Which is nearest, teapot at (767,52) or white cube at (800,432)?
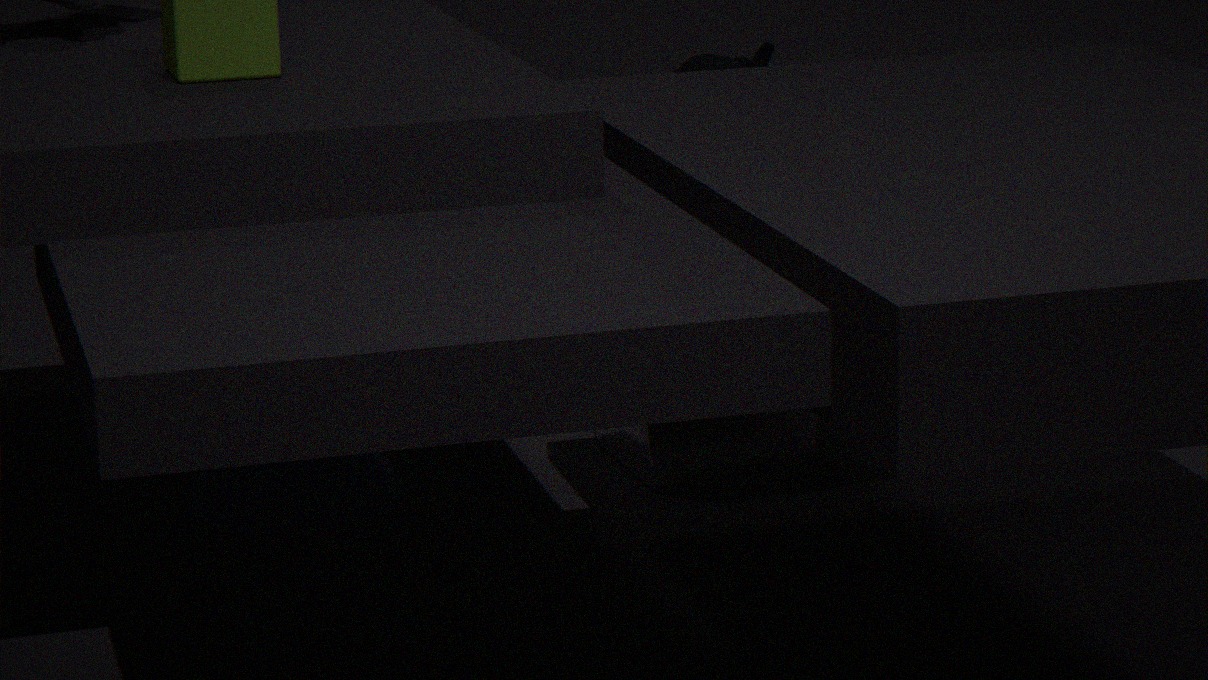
white cube at (800,432)
